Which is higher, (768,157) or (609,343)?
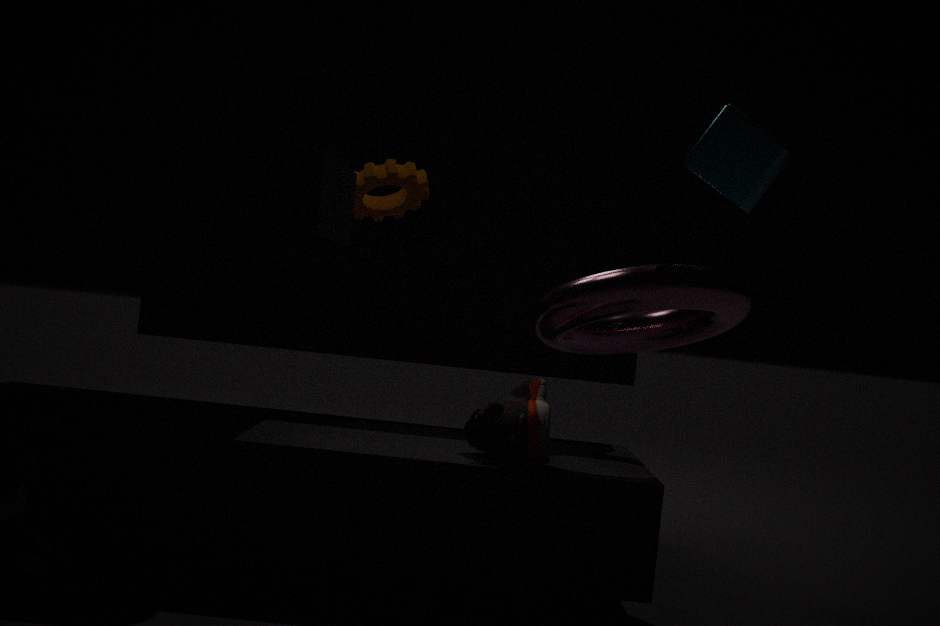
(768,157)
